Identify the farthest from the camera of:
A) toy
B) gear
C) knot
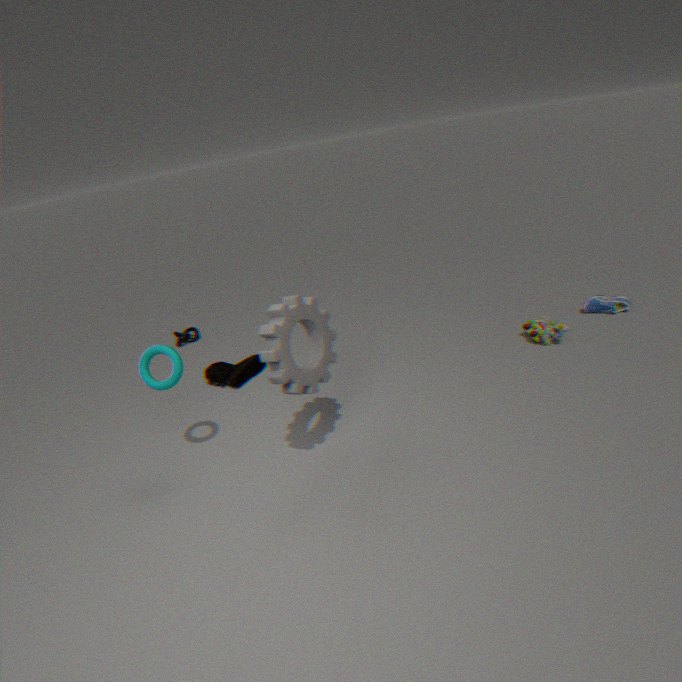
knot
